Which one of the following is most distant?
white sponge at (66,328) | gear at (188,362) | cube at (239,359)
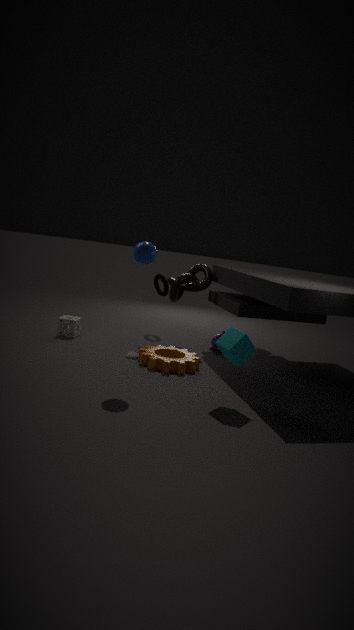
white sponge at (66,328)
